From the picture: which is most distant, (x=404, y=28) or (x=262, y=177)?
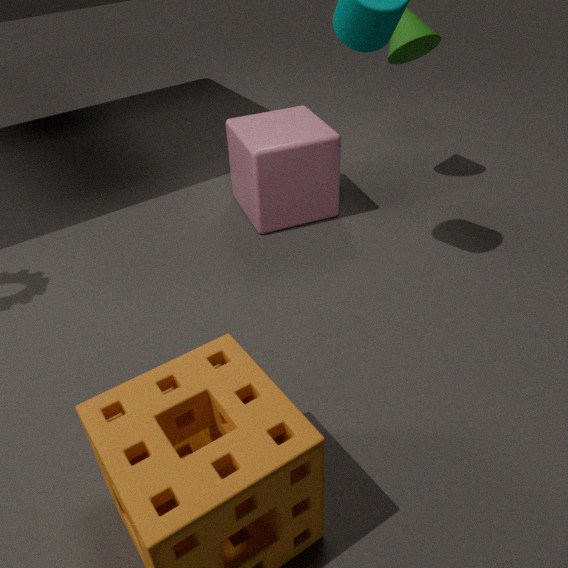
(x=404, y=28)
